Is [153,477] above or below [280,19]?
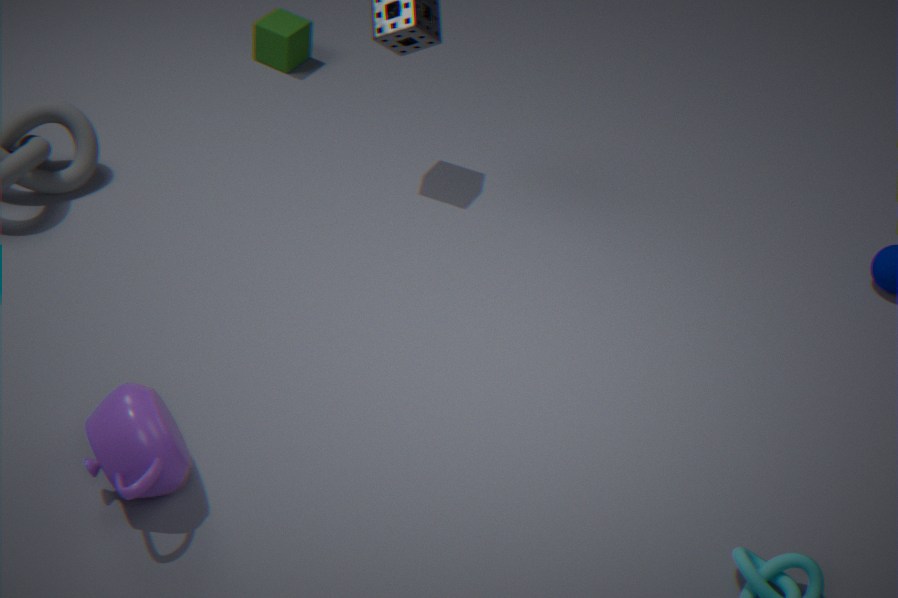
above
